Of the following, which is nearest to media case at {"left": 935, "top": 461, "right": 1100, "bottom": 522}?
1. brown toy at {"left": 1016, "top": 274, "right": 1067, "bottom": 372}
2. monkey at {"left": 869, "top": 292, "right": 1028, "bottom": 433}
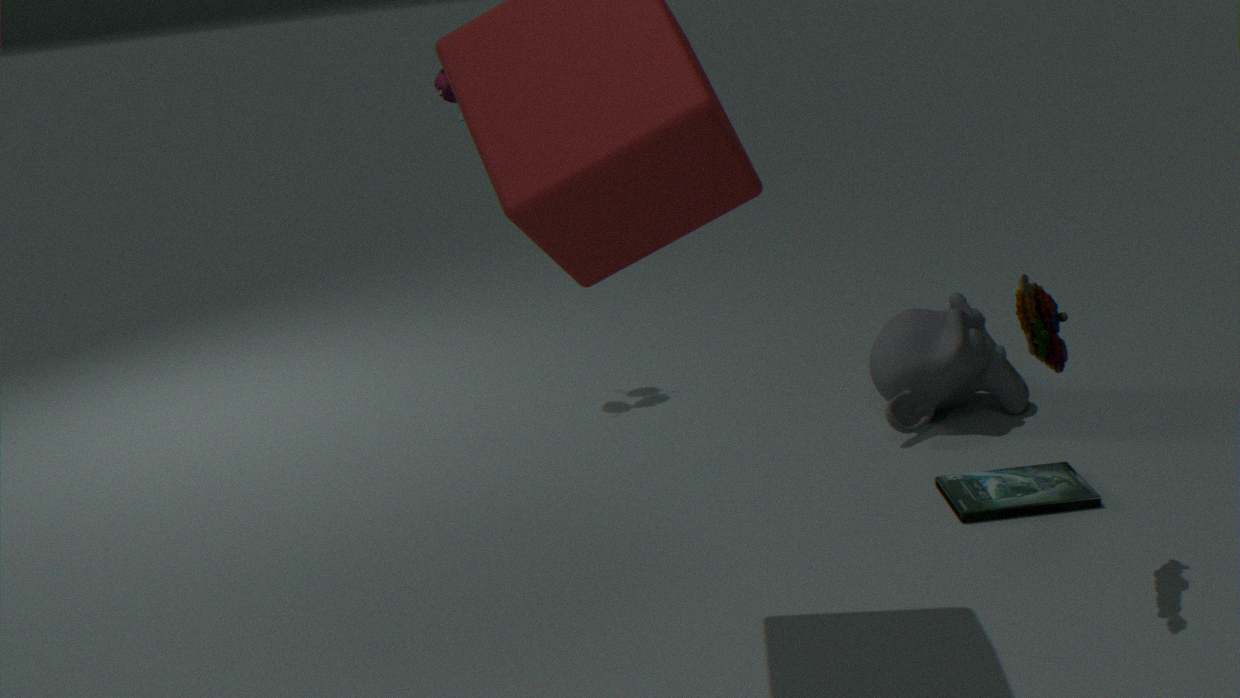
monkey at {"left": 869, "top": 292, "right": 1028, "bottom": 433}
